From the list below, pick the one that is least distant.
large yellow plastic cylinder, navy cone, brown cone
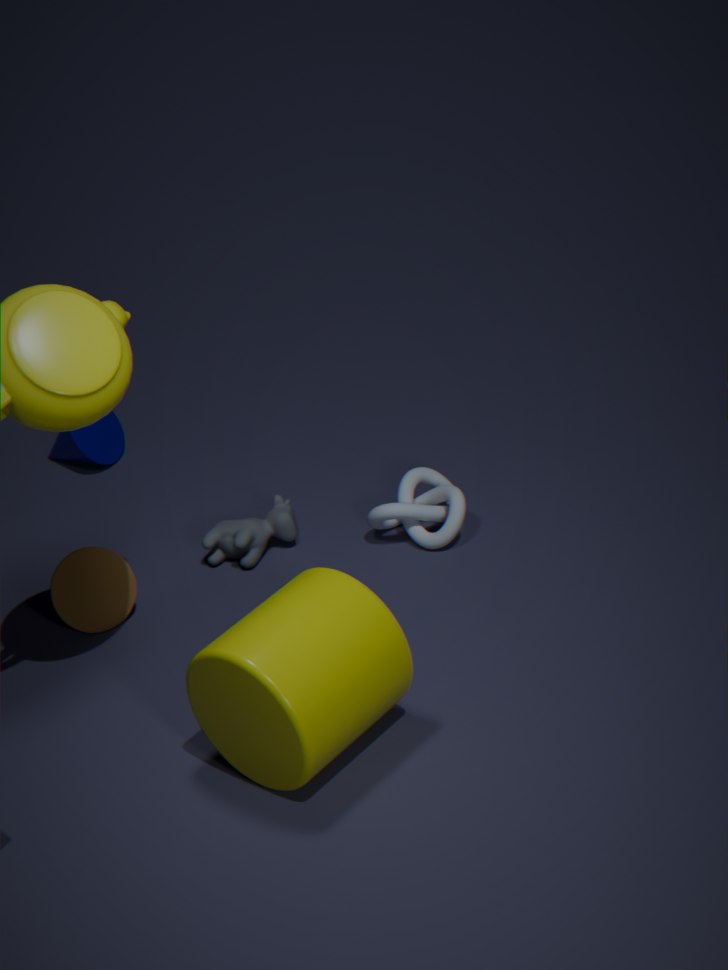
large yellow plastic cylinder
